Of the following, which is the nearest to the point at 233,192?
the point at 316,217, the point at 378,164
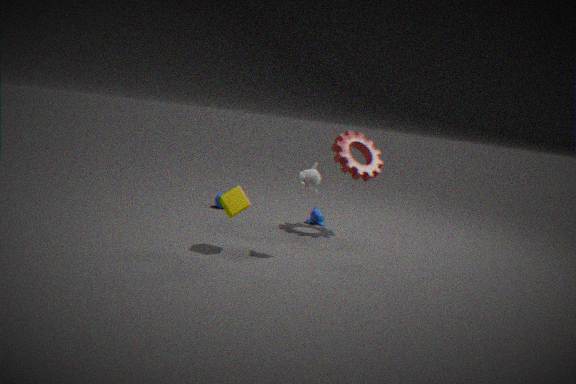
the point at 378,164
